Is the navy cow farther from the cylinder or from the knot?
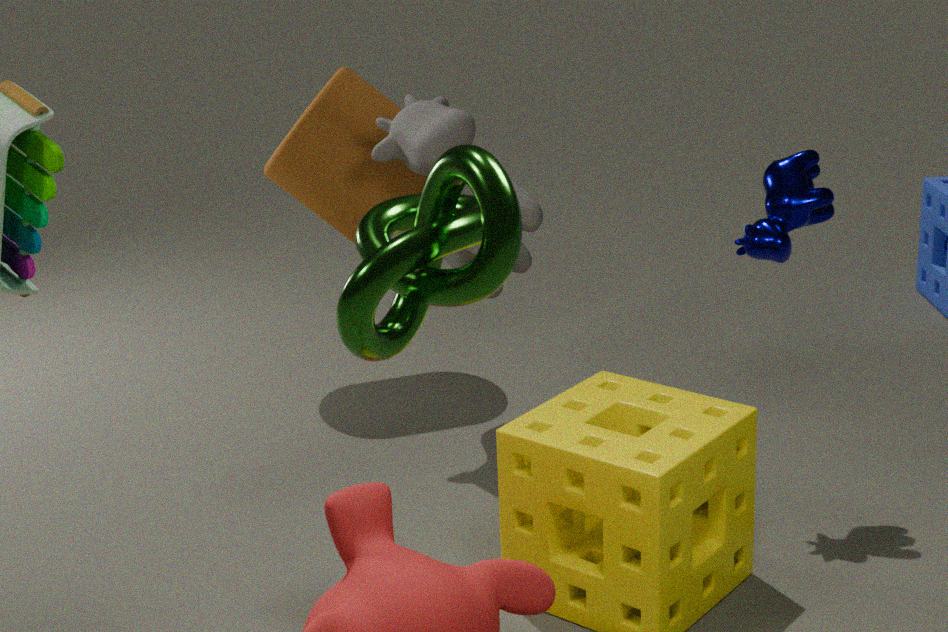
the knot
